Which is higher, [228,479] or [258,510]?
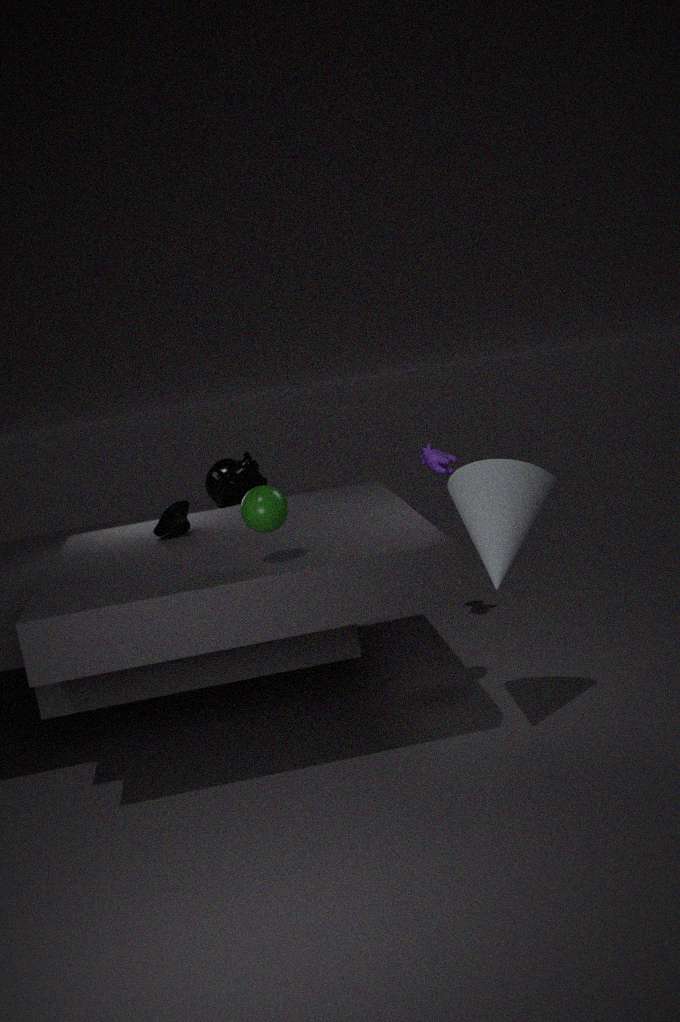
[258,510]
